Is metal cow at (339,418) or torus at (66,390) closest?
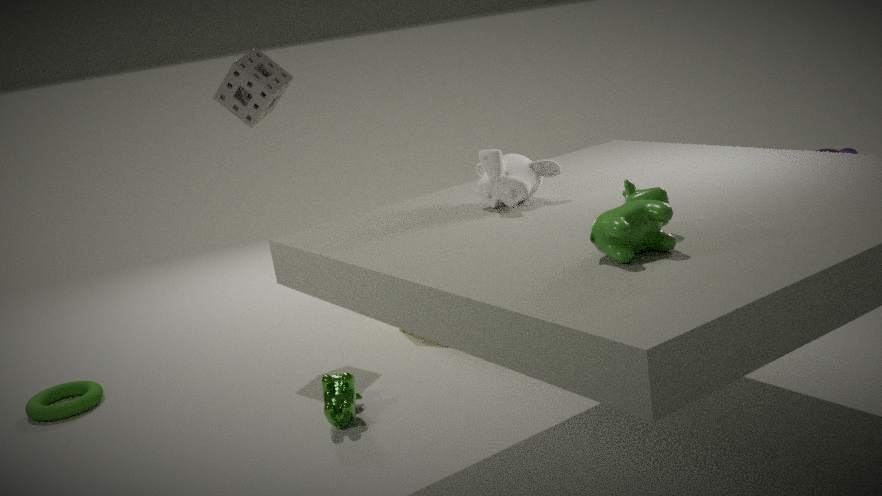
metal cow at (339,418)
